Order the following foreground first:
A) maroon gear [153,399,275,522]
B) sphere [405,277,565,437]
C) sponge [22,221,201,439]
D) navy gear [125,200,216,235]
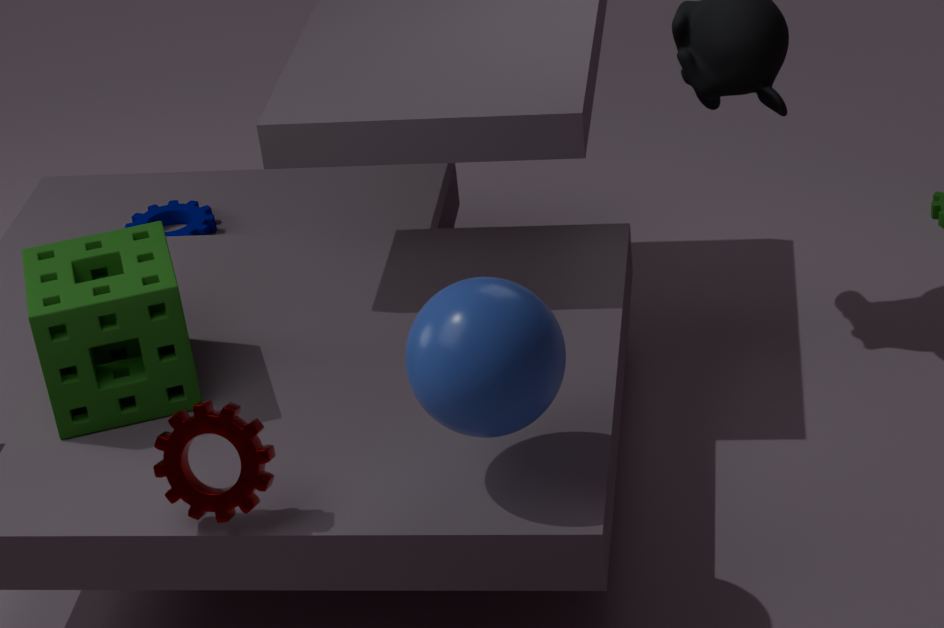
1. sphere [405,277,565,437]
2. maroon gear [153,399,275,522]
3. sponge [22,221,201,439]
4. navy gear [125,200,216,235]
